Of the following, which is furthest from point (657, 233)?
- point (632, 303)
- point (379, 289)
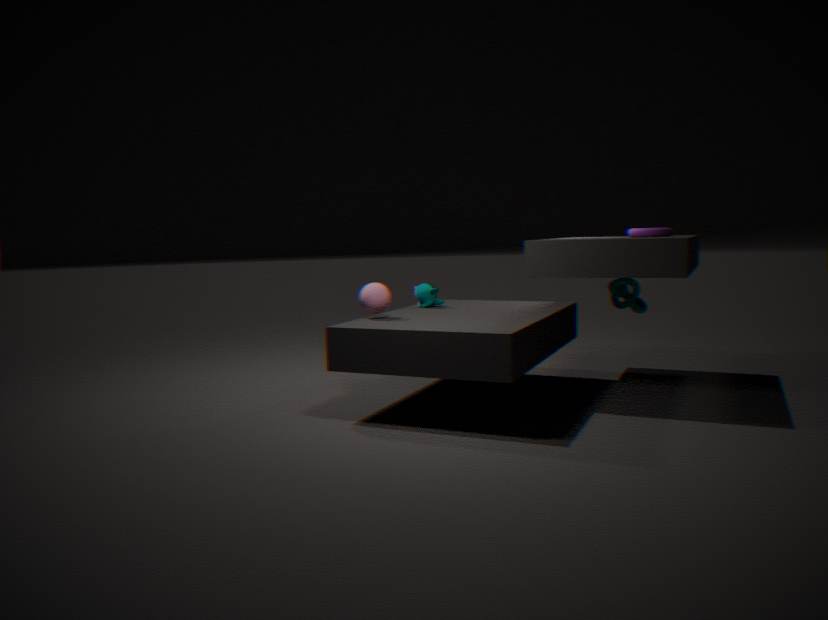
point (379, 289)
